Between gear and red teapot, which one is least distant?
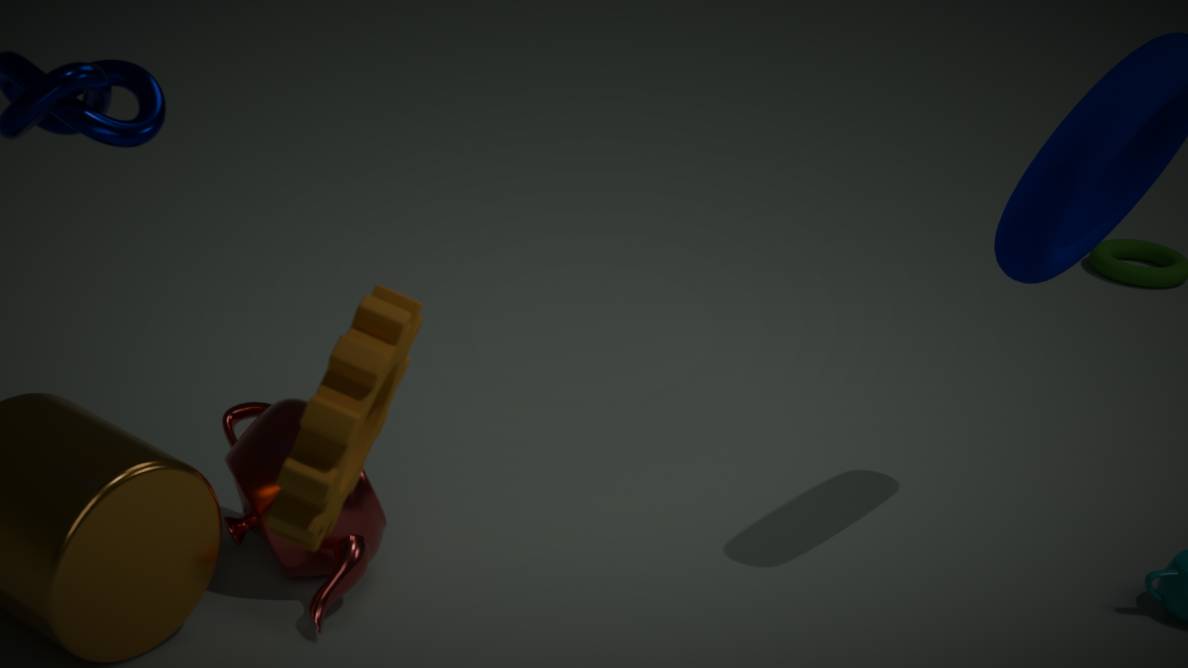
gear
